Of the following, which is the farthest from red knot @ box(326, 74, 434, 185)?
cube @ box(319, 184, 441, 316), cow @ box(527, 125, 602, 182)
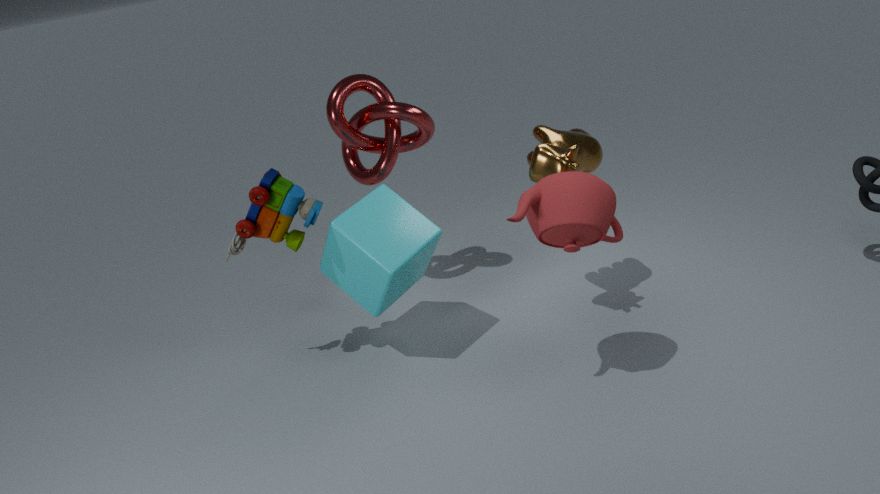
cow @ box(527, 125, 602, 182)
